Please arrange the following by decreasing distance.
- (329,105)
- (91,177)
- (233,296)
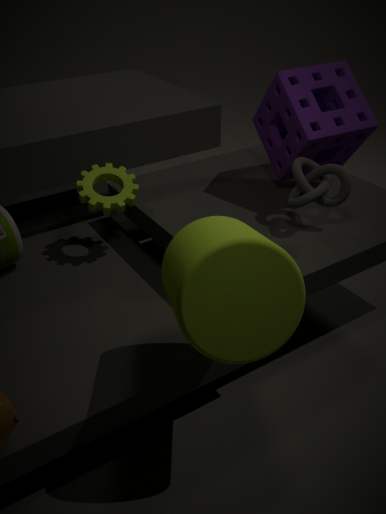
(329,105), (91,177), (233,296)
